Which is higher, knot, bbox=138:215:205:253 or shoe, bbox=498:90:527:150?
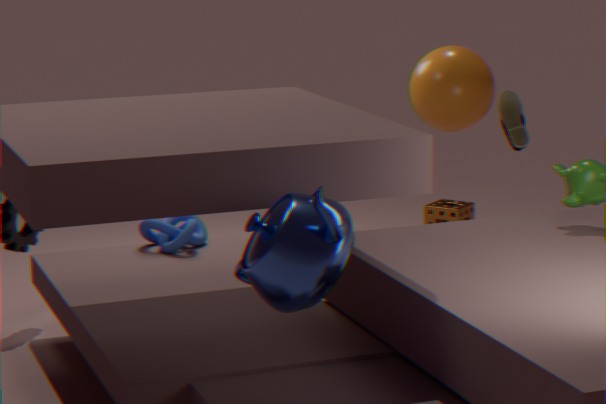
shoe, bbox=498:90:527:150
